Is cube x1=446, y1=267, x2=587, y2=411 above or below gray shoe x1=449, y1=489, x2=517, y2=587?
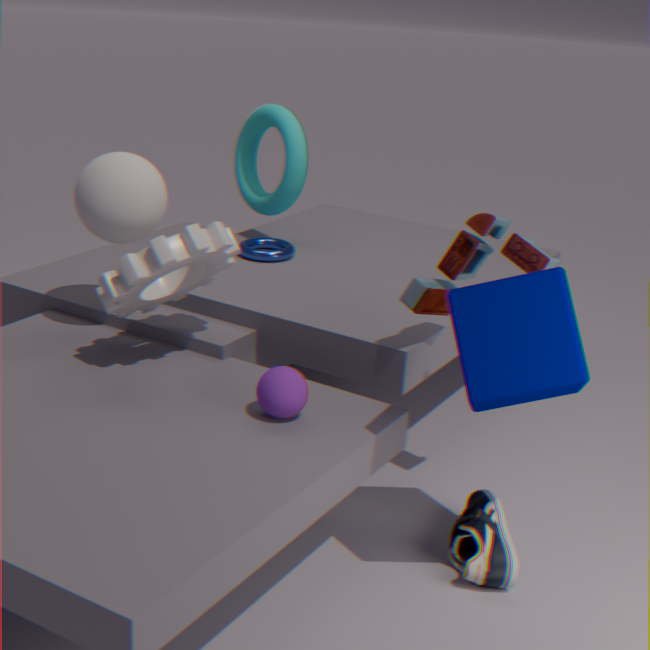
above
